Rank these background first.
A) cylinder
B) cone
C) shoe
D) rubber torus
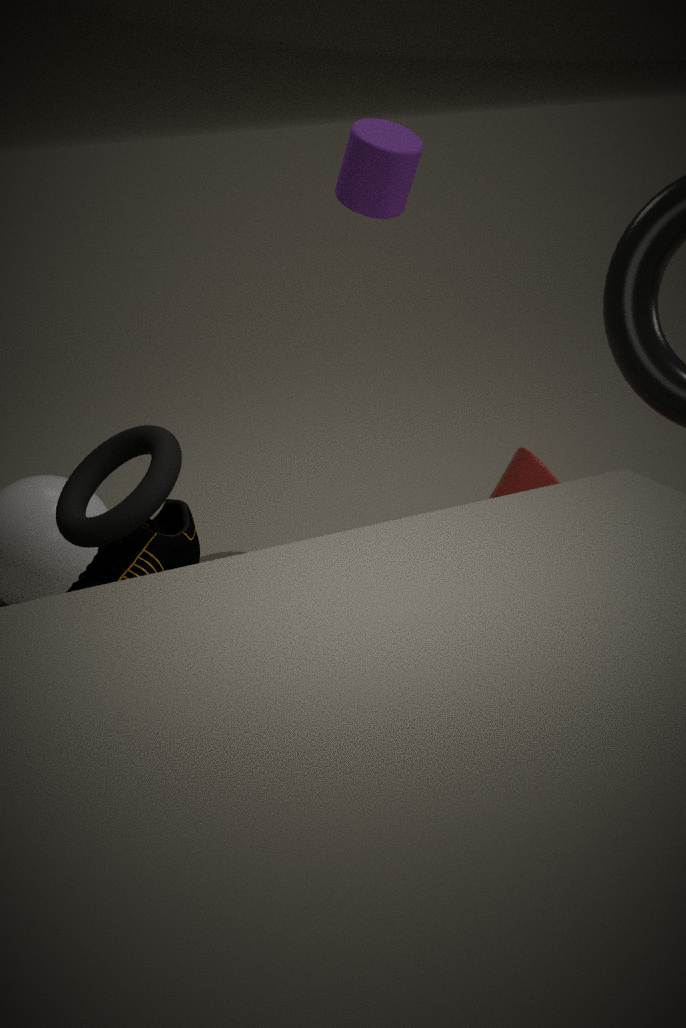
A. cylinder
B. cone
C. shoe
D. rubber torus
